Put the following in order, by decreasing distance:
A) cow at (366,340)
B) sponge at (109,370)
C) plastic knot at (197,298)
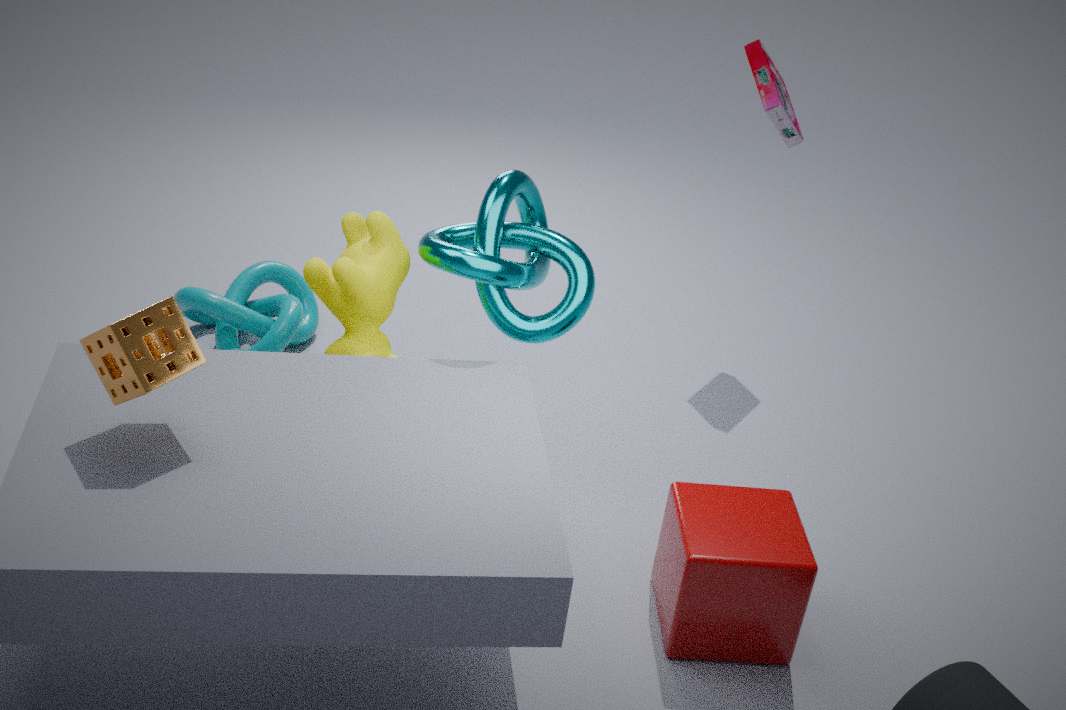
1. plastic knot at (197,298)
2. cow at (366,340)
3. sponge at (109,370)
